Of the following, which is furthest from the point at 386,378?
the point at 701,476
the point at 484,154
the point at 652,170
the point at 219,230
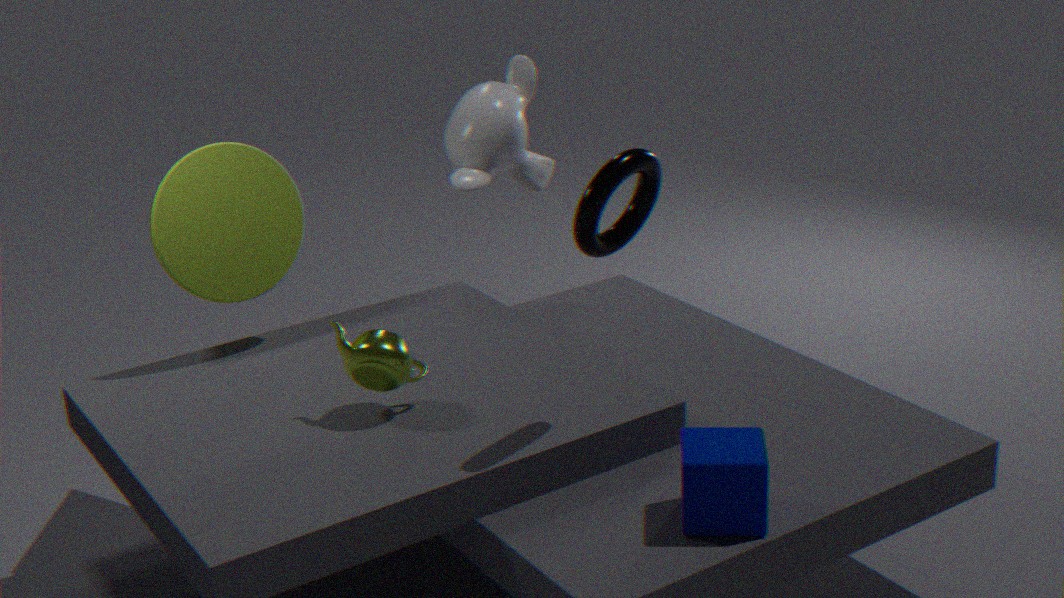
the point at 484,154
